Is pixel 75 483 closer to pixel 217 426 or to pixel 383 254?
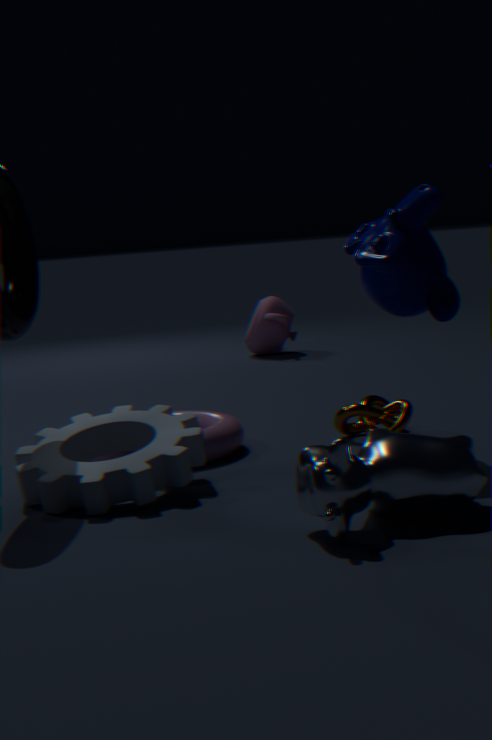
pixel 217 426
